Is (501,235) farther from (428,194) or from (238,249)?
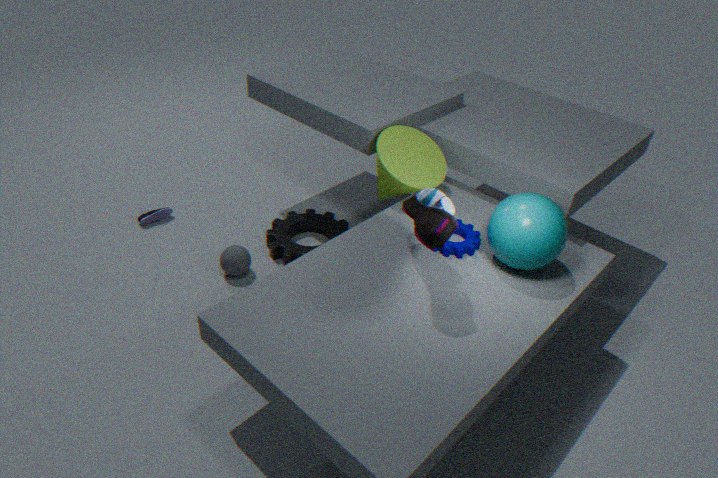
(238,249)
